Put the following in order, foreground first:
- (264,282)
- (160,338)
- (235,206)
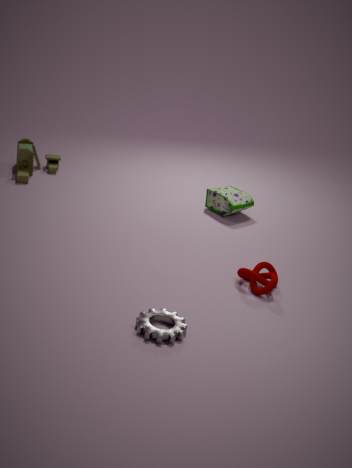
(160,338) < (264,282) < (235,206)
